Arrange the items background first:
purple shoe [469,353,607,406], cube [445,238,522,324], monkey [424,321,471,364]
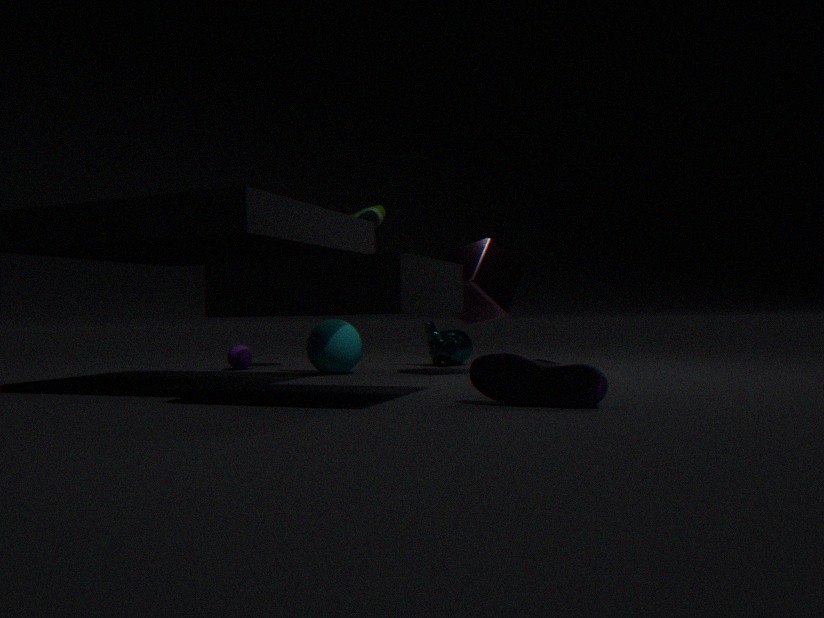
monkey [424,321,471,364] → cube [445,238,522,324] → purple shoe [469,353,607,406]
